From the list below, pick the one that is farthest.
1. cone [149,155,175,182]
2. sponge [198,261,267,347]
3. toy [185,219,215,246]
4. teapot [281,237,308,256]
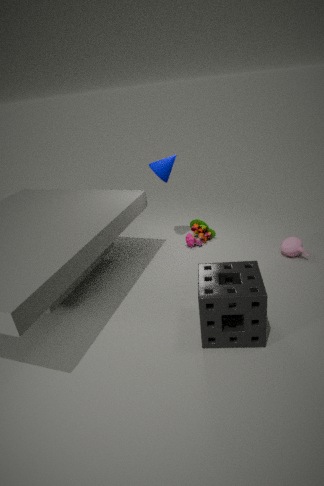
toy [185,219,215,246]
